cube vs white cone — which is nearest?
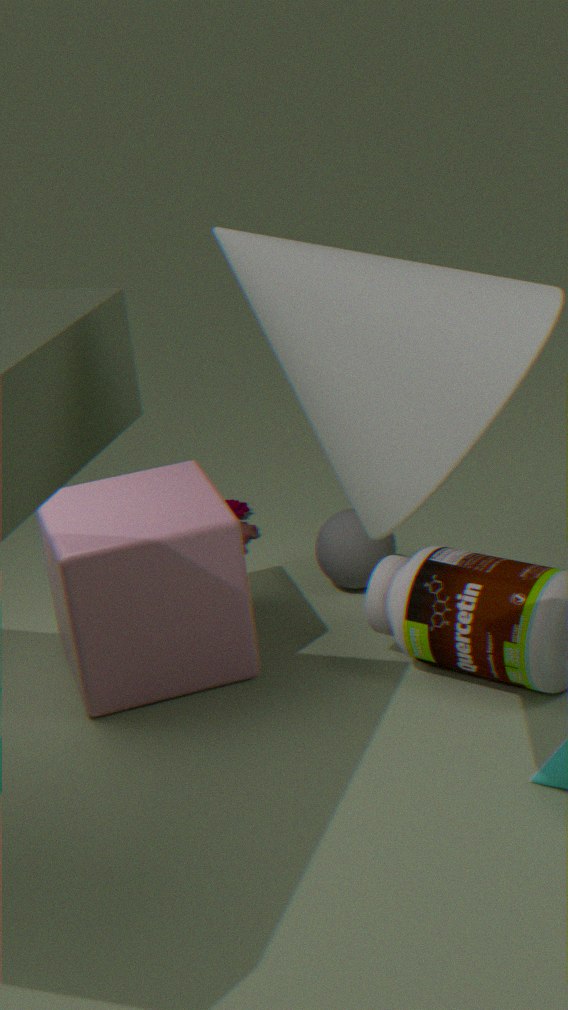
white cone
